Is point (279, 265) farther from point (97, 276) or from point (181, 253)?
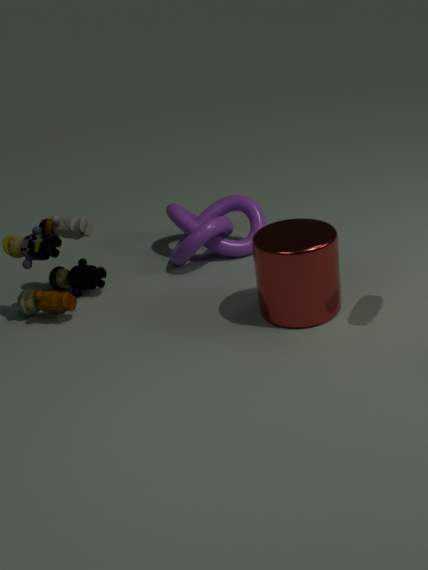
point (97, 276)
